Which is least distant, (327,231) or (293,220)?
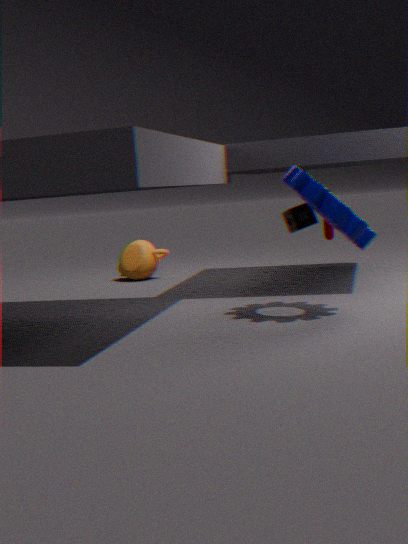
(327,231)
